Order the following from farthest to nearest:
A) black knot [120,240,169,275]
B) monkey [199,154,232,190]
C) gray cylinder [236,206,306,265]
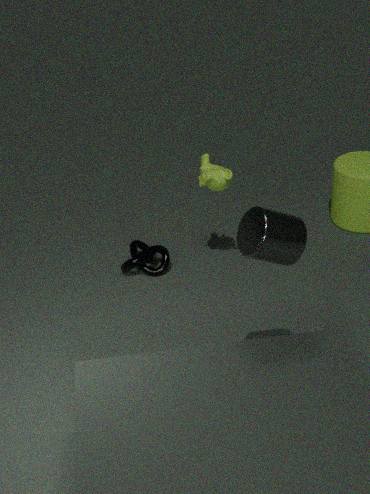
black knot [120,240,169,275] → monkey [199,154,232,190] → gray cylinder [236,206,306,265]
